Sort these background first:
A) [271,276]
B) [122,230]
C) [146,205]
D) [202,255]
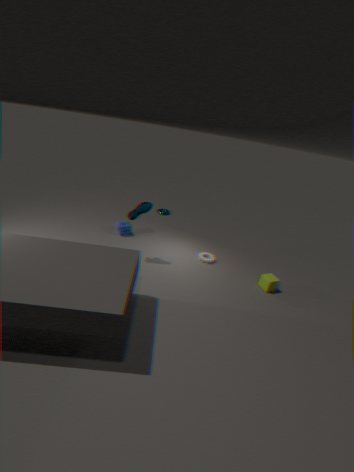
[122,230] → [202,255] → [271,276] → [146,205]
